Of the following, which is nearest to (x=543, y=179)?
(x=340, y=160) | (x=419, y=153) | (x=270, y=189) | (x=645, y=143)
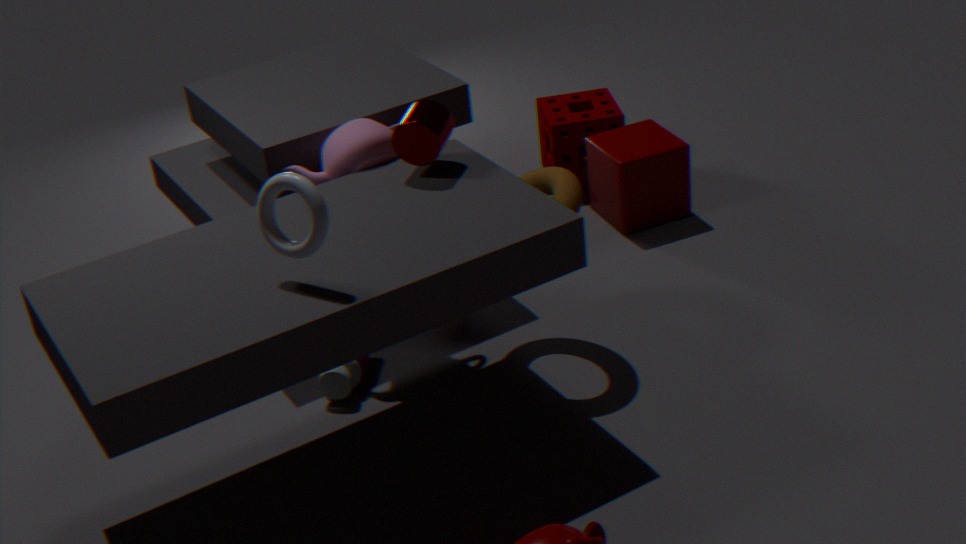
(x=419, y=153)
